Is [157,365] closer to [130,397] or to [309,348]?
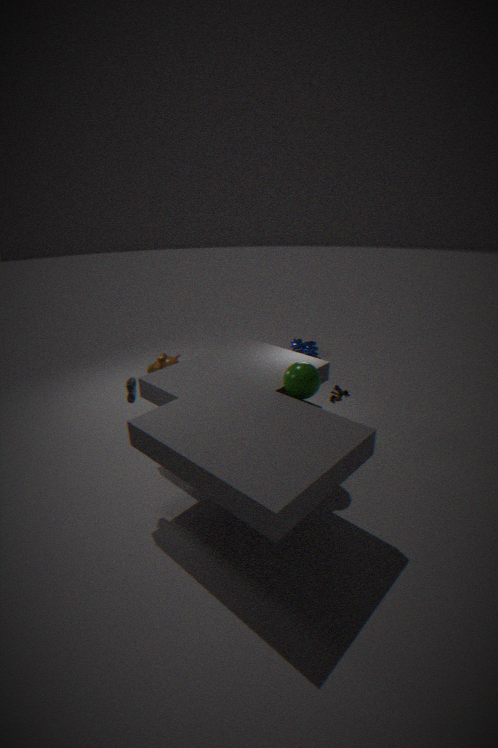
[130,397]
